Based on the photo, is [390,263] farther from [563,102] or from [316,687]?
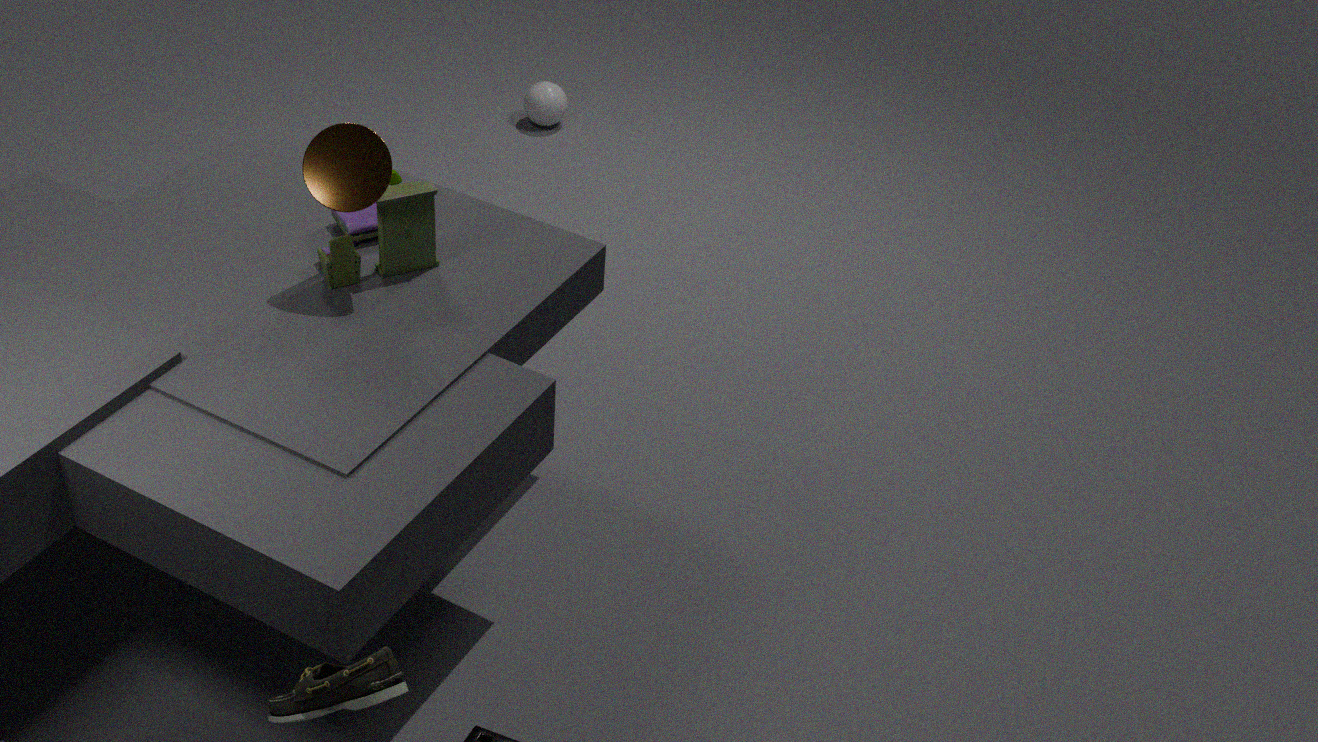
[563,102]
